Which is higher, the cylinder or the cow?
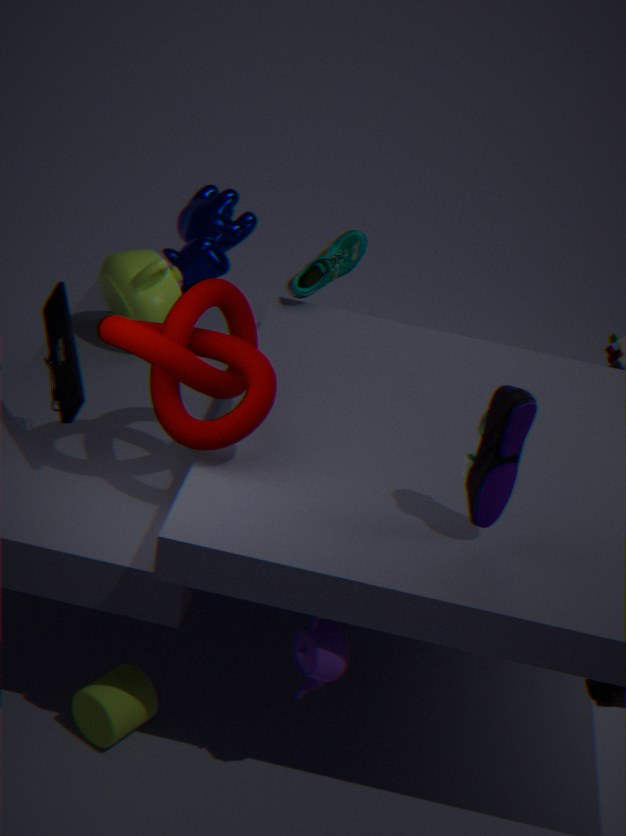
the cow
